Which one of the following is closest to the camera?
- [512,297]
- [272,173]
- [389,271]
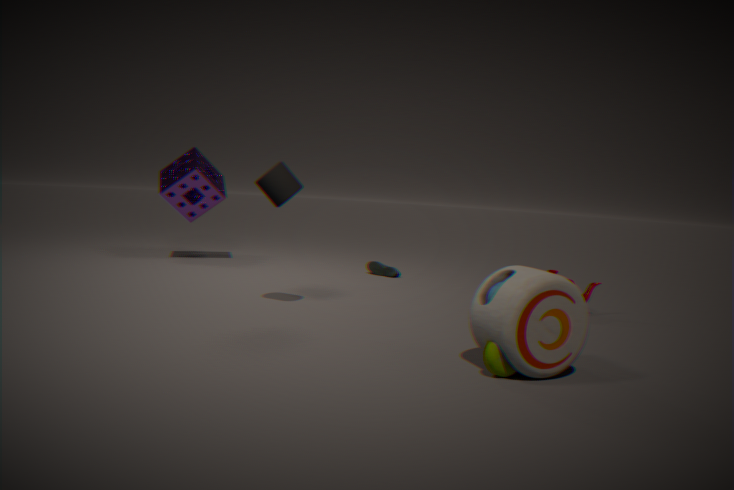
[512,297]
